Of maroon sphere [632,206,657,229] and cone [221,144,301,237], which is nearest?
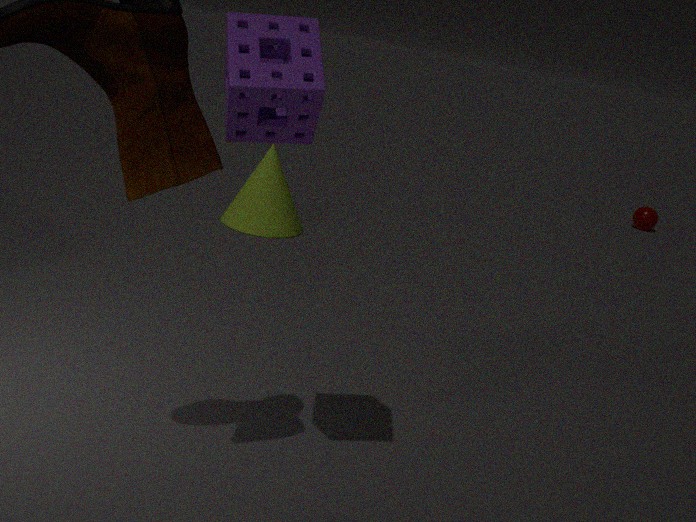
cone [221,144,301,237]
